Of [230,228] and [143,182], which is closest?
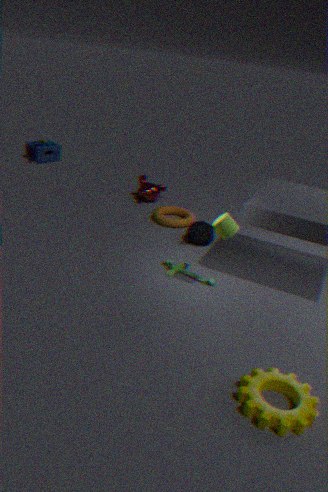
[230,228]
